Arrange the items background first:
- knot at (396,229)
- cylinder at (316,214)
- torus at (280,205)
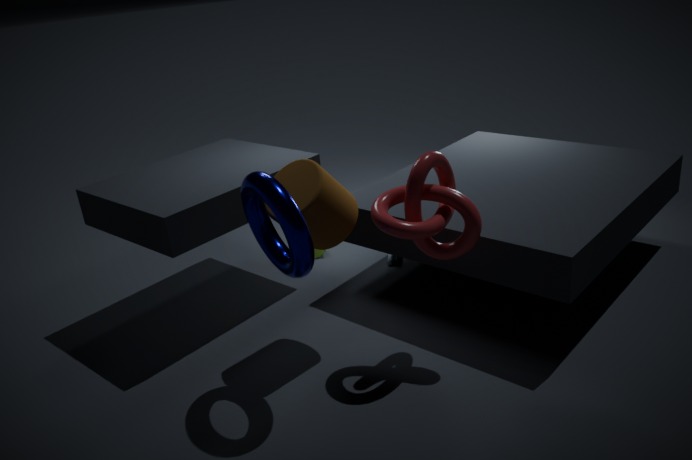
cylinder at (316,214) < knot at (396,229) < torus at (280,205)
